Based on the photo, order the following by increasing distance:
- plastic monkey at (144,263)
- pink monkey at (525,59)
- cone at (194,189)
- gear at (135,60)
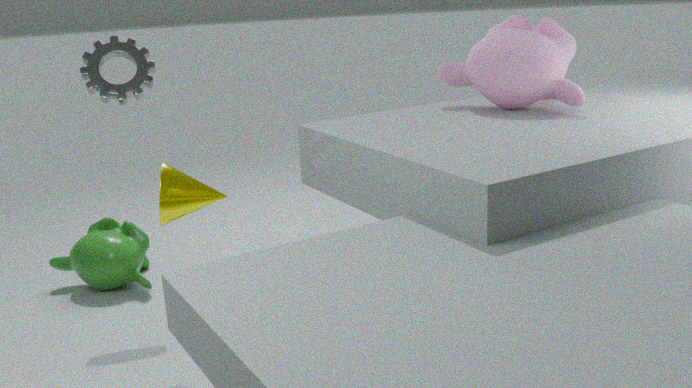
1. pink monkey at (525,59)
2. cone at (194,189)
3. gear at (135,60)
4. plastic monkey at (144,263)
